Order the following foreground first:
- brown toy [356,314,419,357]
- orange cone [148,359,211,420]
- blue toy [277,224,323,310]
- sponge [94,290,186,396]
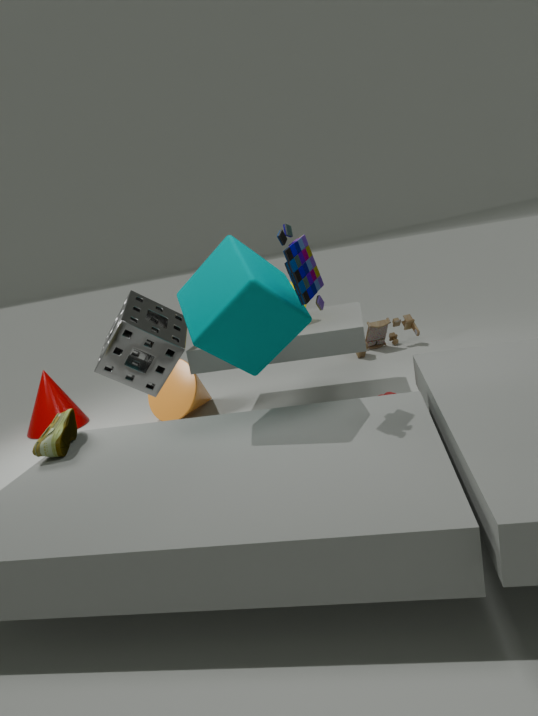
blue toy [277,224,323,310] → sponge [94,290,186,396] → orange cone [148,359,211,420] → brown toy [356,314,419,357]
